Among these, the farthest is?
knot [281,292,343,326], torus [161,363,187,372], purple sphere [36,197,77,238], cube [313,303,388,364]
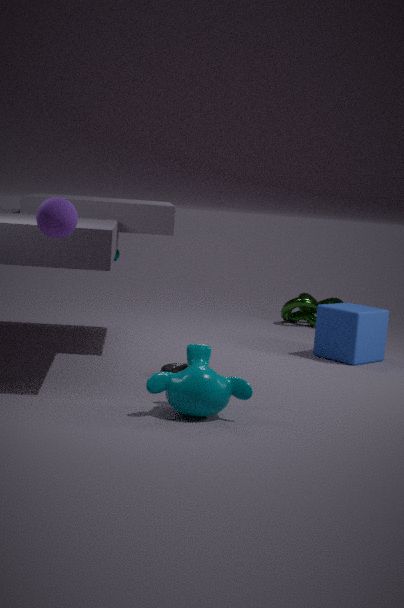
knot [281,292,343,326]
